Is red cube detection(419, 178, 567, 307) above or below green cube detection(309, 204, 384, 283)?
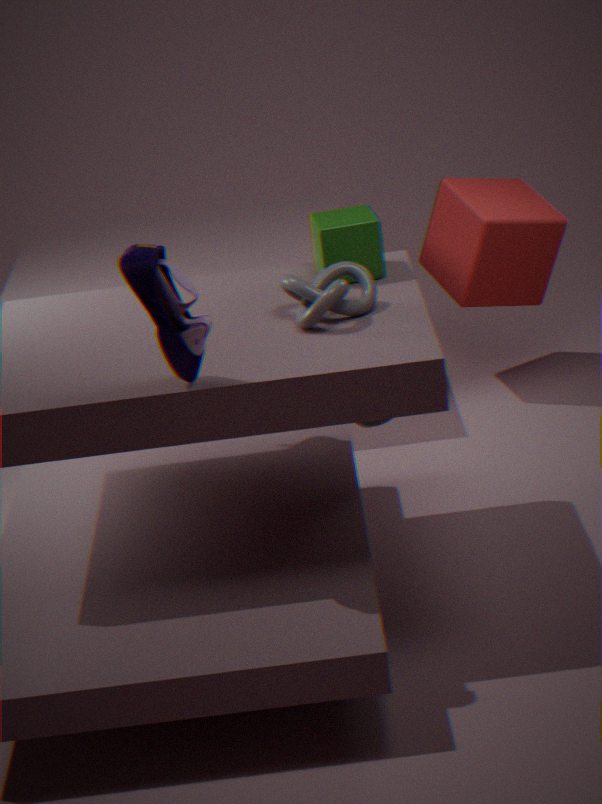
below
